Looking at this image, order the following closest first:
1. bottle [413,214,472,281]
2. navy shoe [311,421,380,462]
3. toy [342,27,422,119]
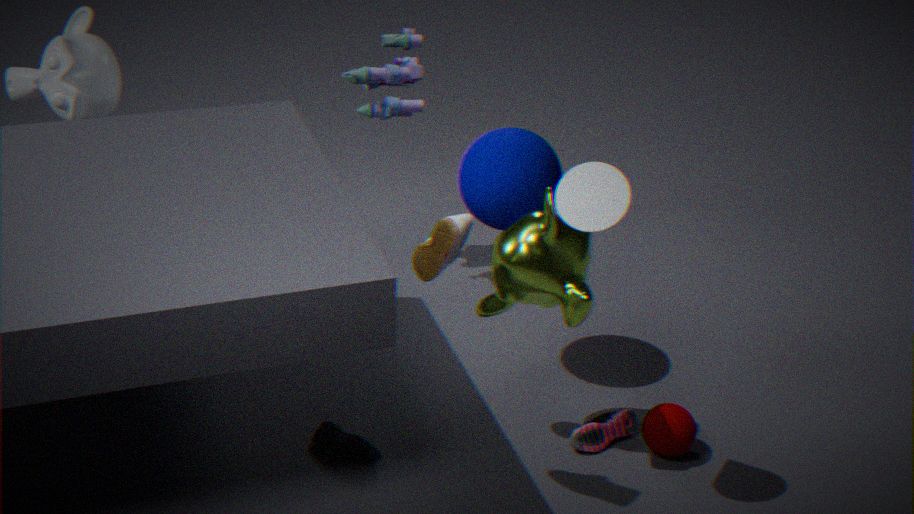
bottle [413,214,472,281]
navy shoe [311,421,380,462]
toy [342,27,422,119]
